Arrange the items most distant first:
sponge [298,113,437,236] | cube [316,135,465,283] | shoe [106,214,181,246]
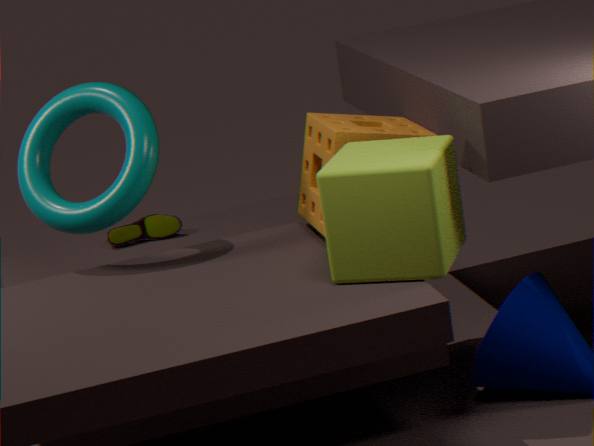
1. shoe [106,214,181,246]
2. sponge [298,113,437,236]
3. cube [316,135,465,283]
